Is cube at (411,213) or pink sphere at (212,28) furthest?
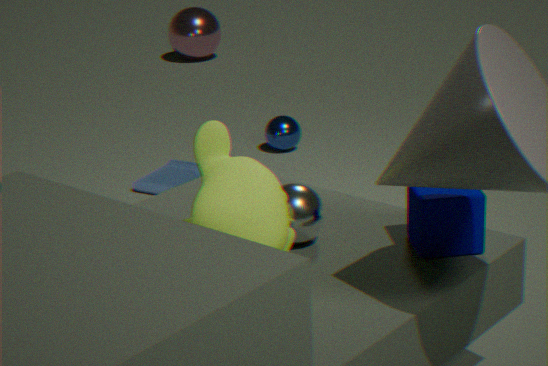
pink sphere at (212,28)
